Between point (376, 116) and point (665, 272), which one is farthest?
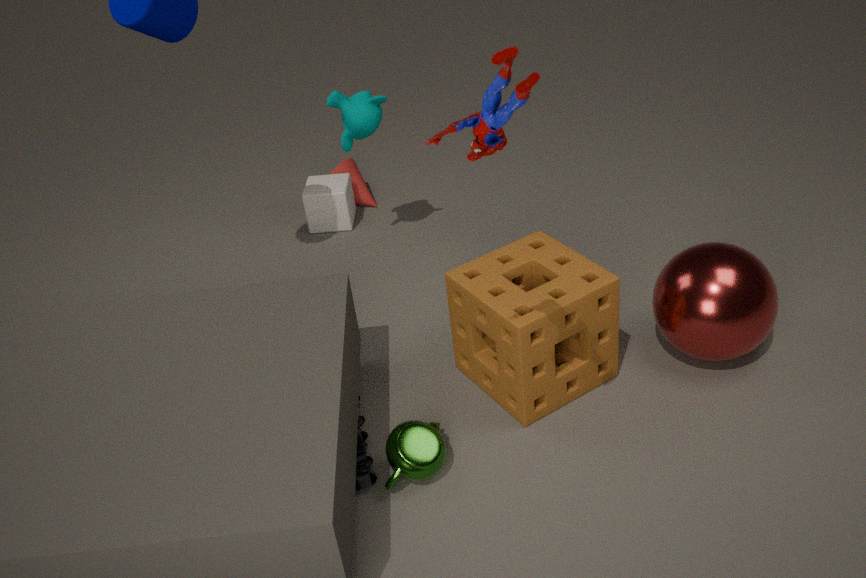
point (376, 116)
